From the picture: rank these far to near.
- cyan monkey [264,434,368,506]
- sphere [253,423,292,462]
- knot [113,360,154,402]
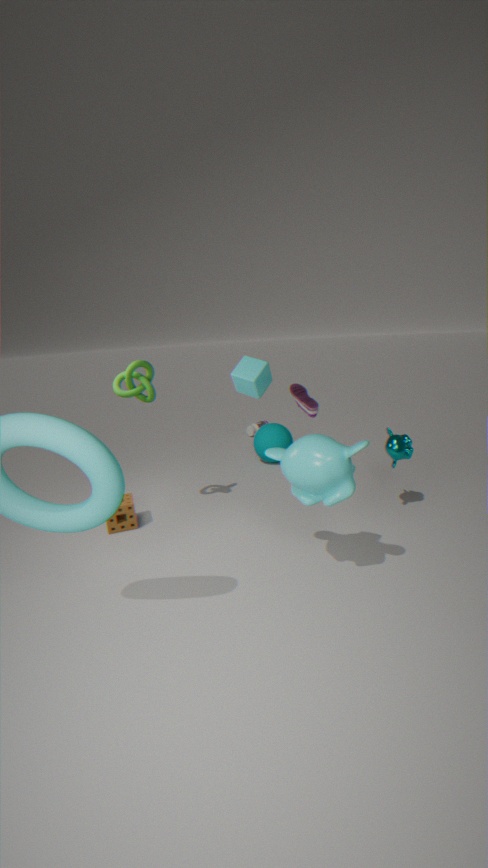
sphere [253,423,292,462]
knot [113,360,154,402]
cyan monkey [264,434,368,506]
